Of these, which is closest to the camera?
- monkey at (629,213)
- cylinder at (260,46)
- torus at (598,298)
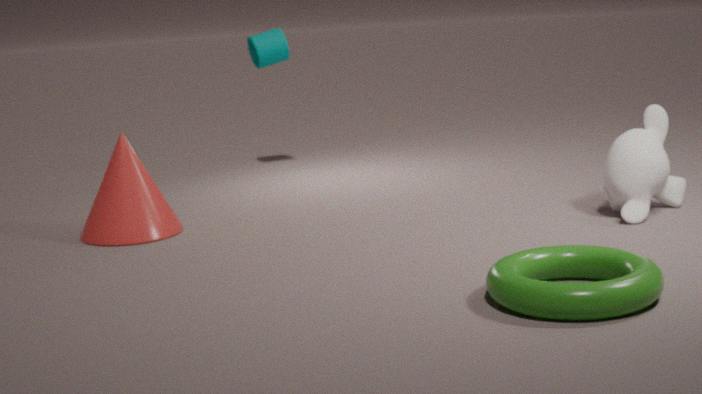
torus at (598,298)
